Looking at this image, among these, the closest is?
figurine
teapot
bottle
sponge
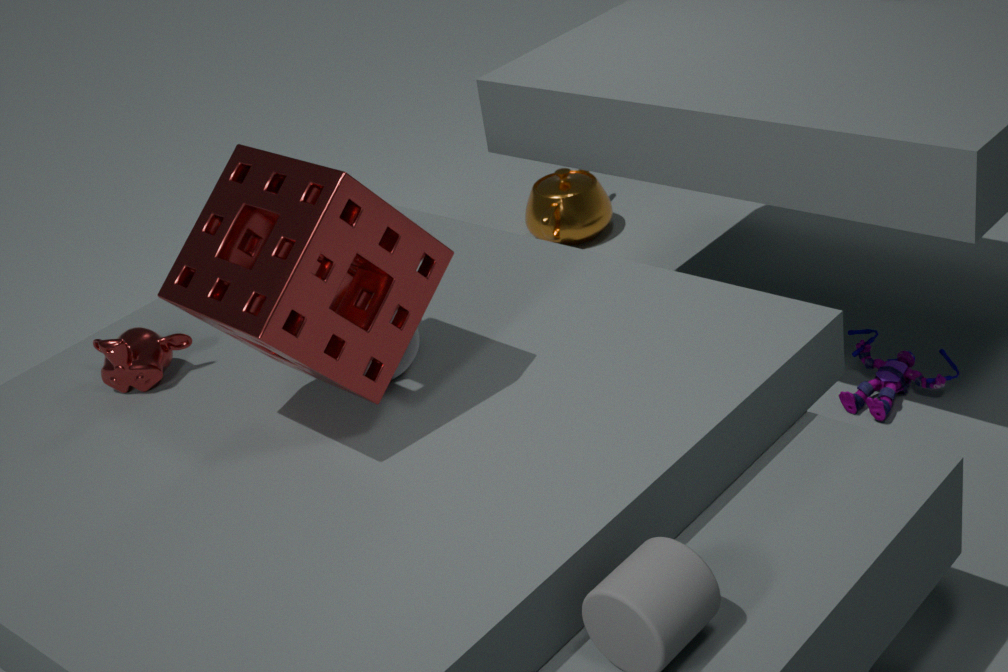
sponge
